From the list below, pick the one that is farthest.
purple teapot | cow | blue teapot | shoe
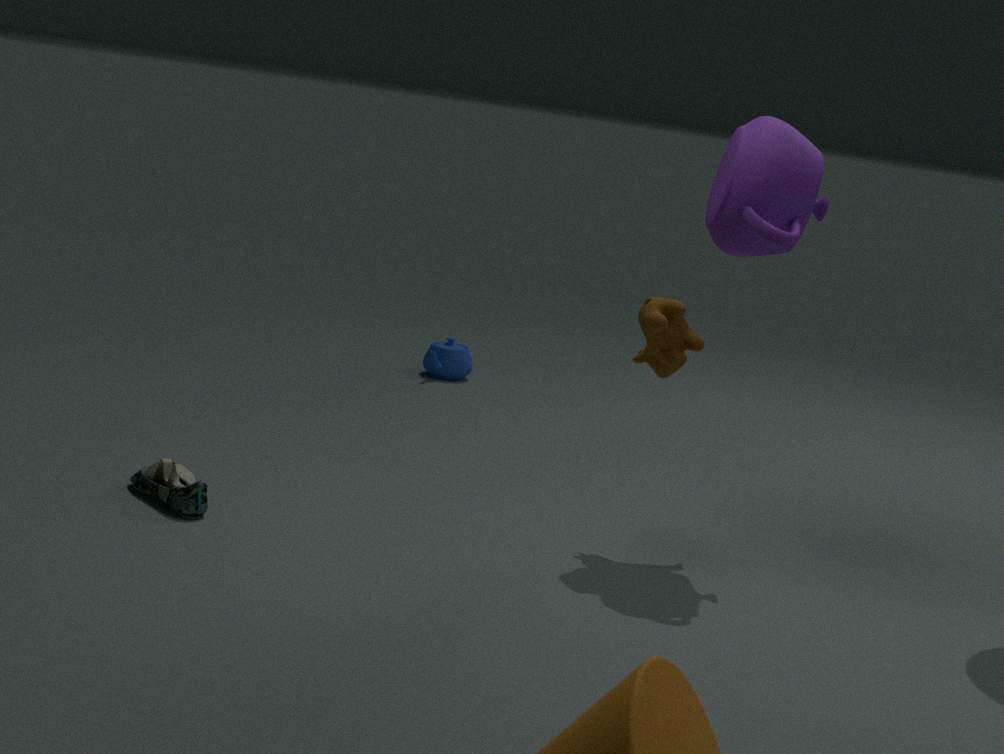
blue teapot
